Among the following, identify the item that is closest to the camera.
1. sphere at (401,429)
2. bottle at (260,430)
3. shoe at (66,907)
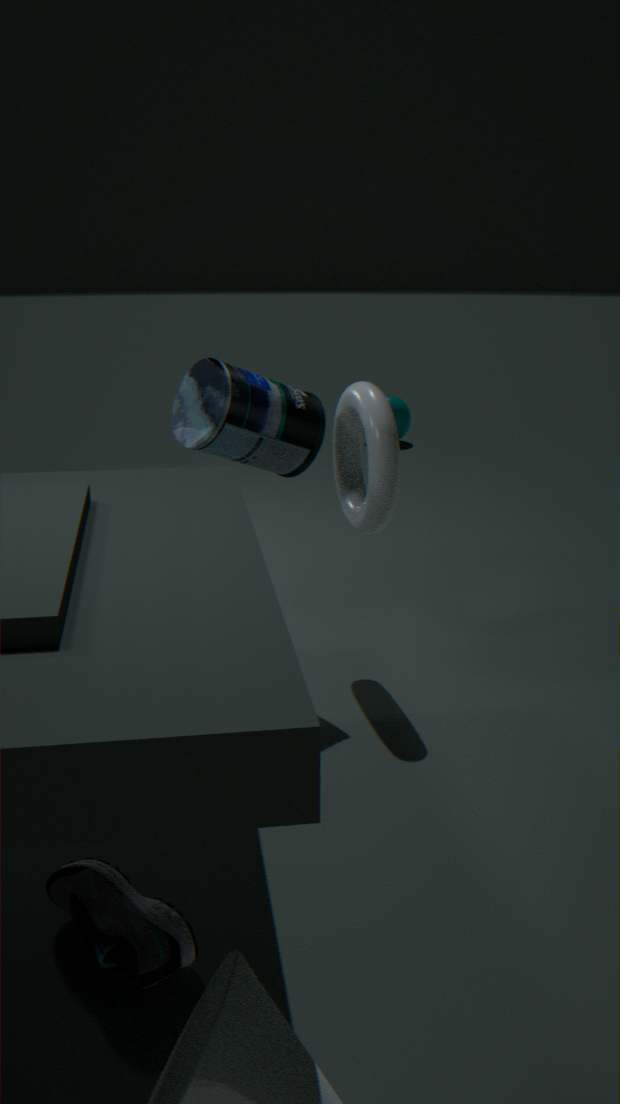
shoe at (66,907)
